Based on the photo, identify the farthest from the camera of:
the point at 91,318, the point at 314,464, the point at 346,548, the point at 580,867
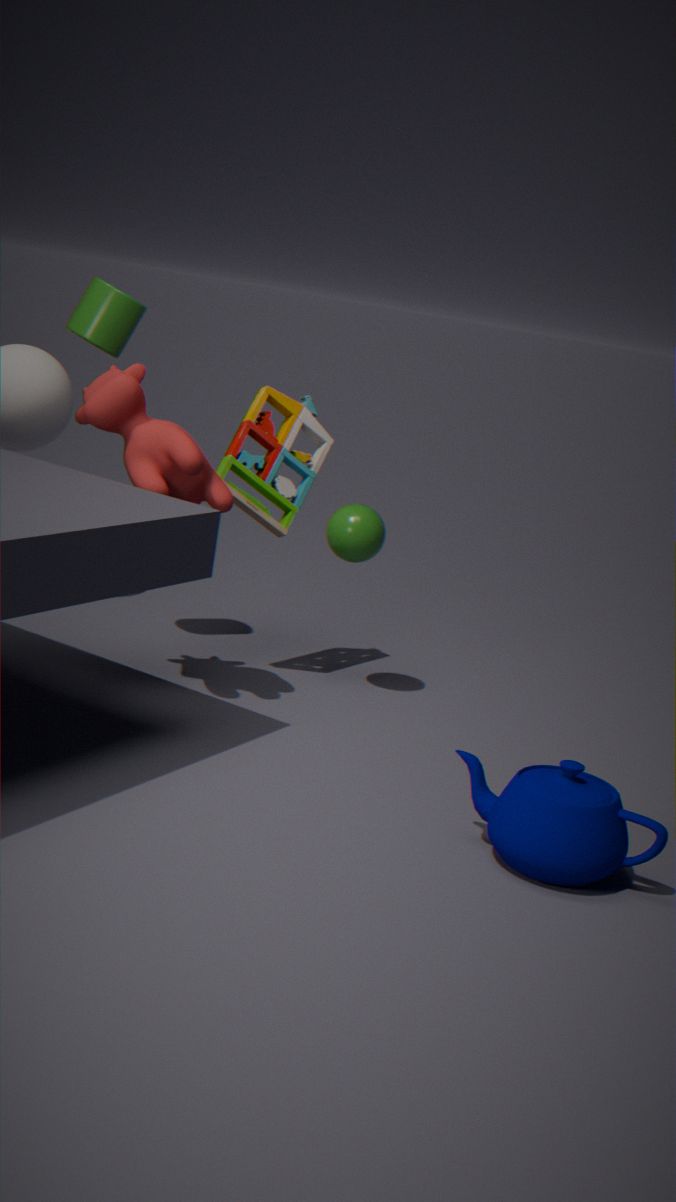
the point at 314,464
